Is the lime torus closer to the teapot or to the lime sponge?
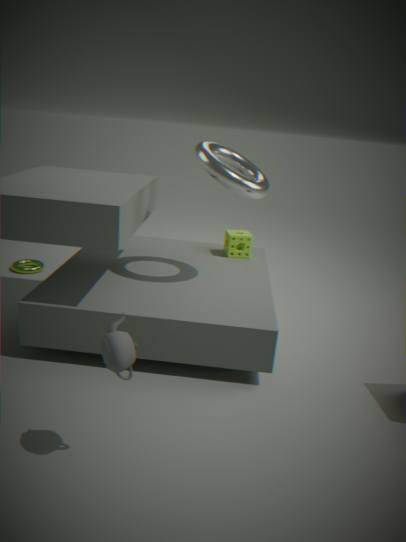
the lime sponge
